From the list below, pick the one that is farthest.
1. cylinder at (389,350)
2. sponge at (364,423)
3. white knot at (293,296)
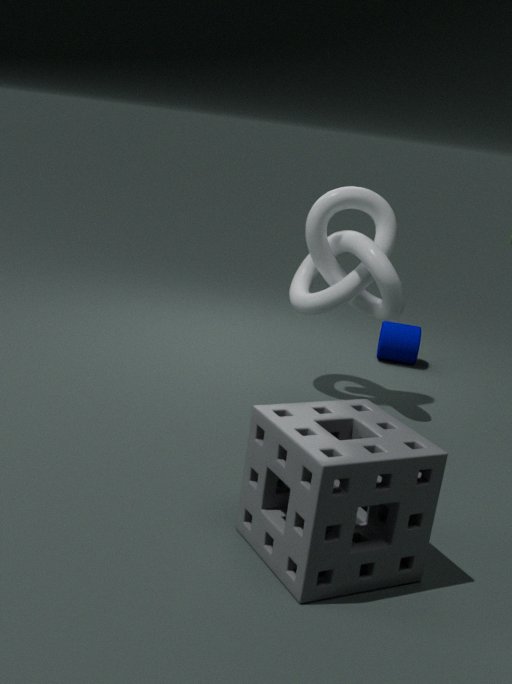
cylinder at (389,350)
